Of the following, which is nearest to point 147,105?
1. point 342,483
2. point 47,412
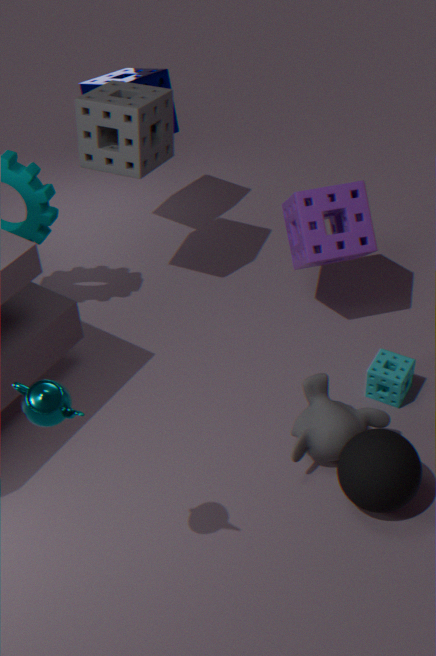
point 47,412
